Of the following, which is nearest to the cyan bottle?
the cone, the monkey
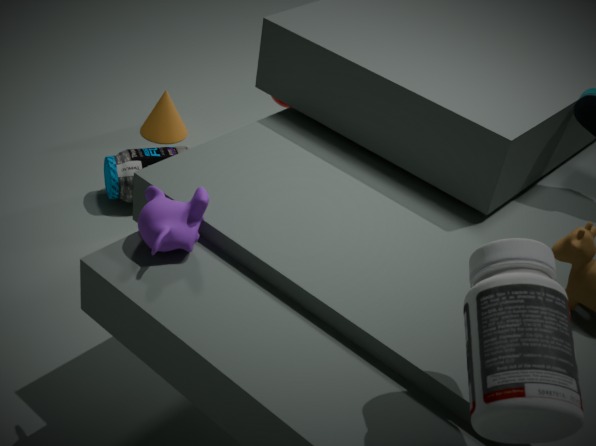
the cone
